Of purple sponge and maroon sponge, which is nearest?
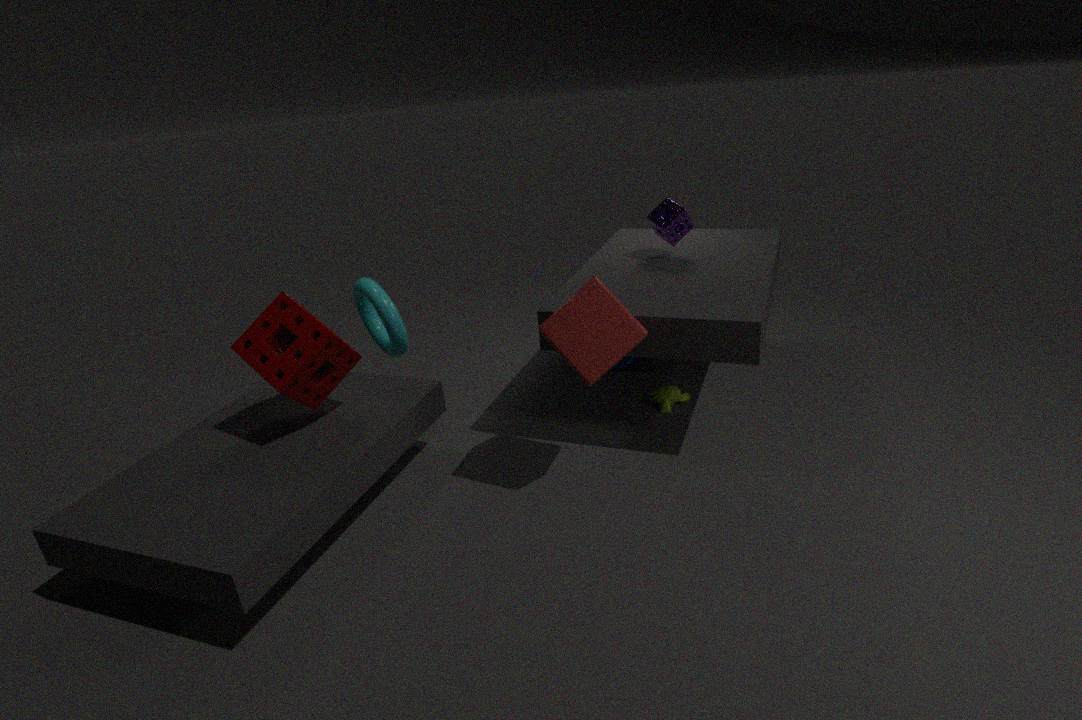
maroon sponge
